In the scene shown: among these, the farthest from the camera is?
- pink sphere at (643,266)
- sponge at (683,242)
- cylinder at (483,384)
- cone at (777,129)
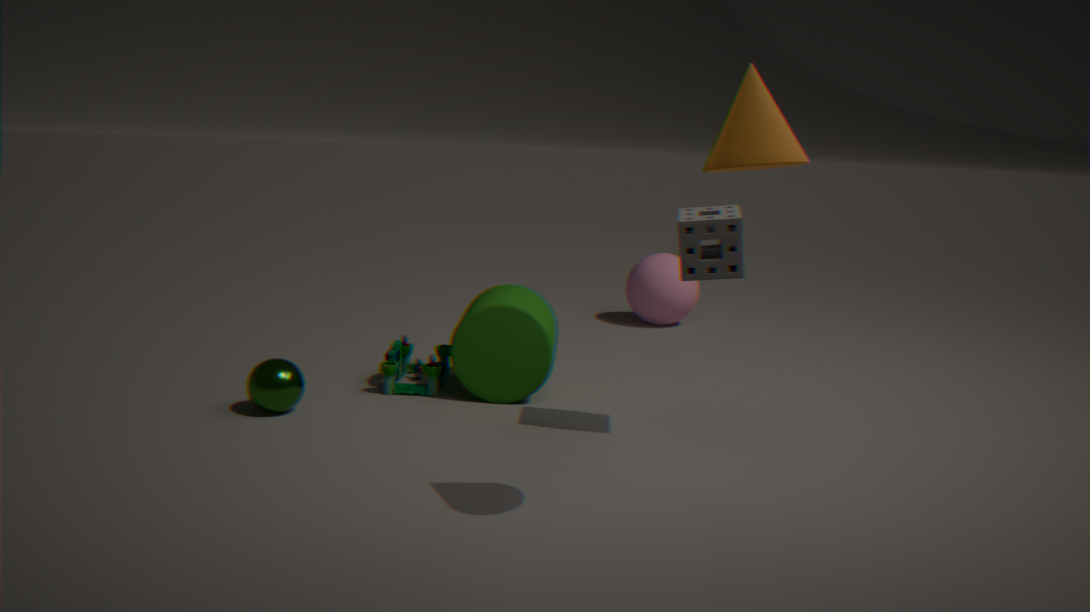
pink sphere at (643,266)
